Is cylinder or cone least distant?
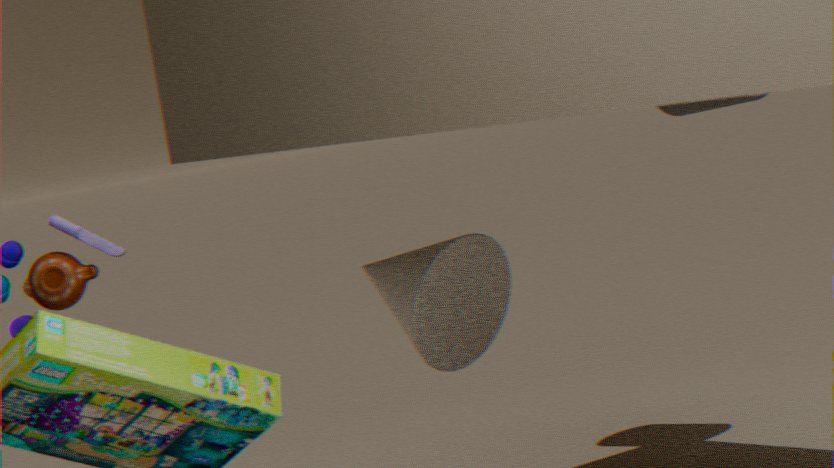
cone
